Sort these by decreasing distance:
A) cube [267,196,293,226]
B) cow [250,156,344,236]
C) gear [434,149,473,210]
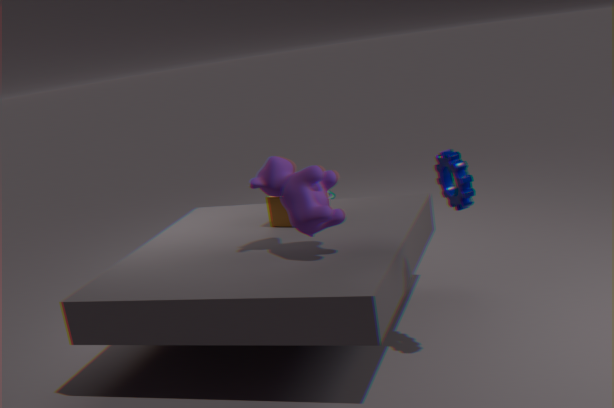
cube [267,196,293,226], cow [250,156,344,236], gear [434,149,473,210]
